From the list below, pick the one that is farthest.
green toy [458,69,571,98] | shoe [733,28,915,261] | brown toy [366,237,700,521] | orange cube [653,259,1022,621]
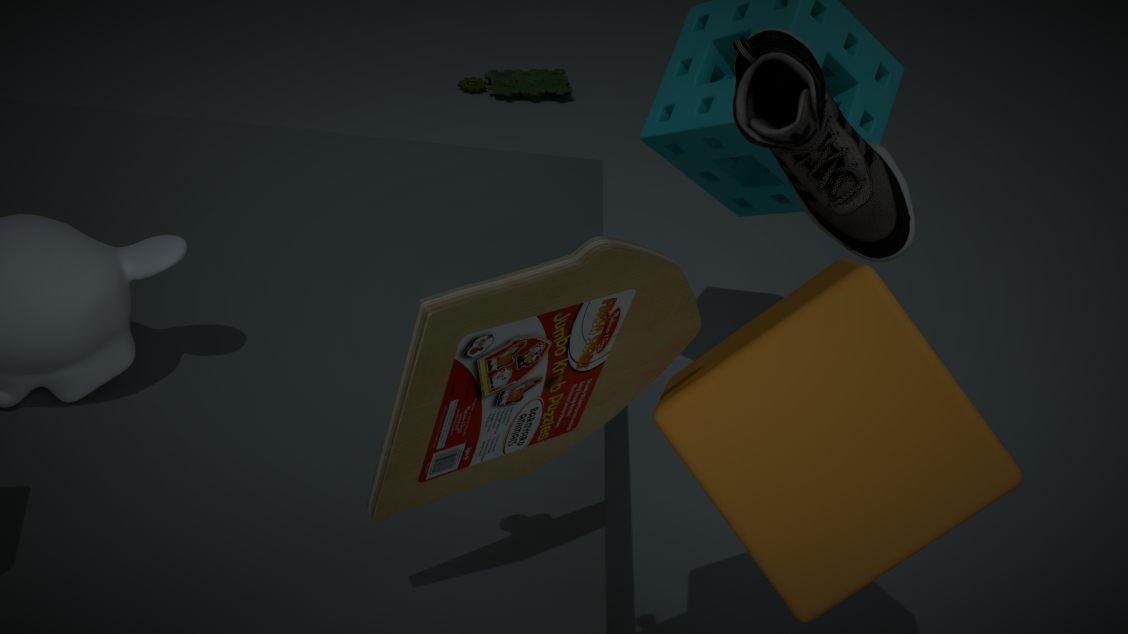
green toy [458,69,571,98]
